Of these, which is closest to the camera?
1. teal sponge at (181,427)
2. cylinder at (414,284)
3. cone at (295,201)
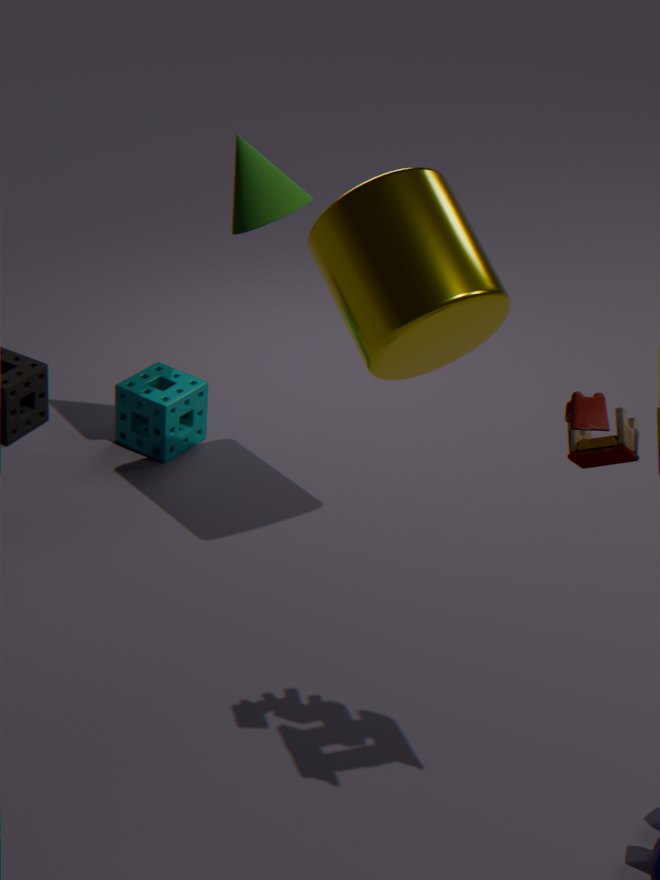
cylinder at (414,284)
